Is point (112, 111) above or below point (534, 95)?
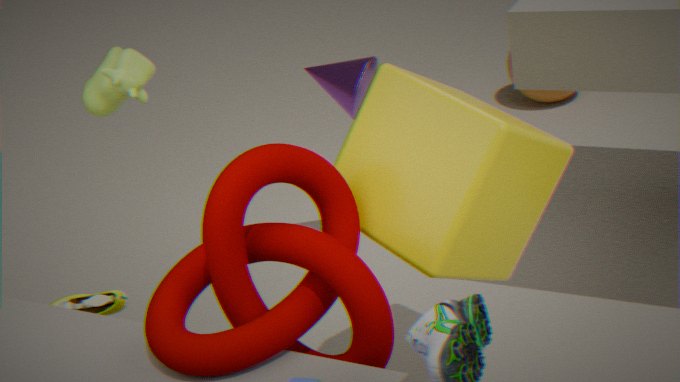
above
